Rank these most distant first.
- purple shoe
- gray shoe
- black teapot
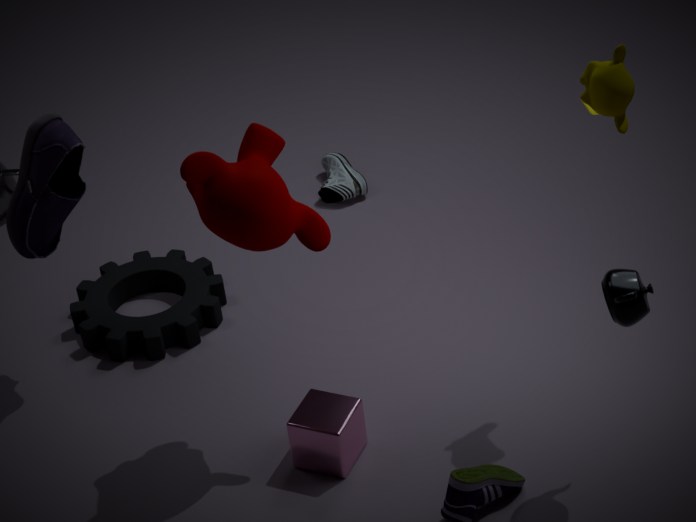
gray shoe
purple shoe
black teapot
